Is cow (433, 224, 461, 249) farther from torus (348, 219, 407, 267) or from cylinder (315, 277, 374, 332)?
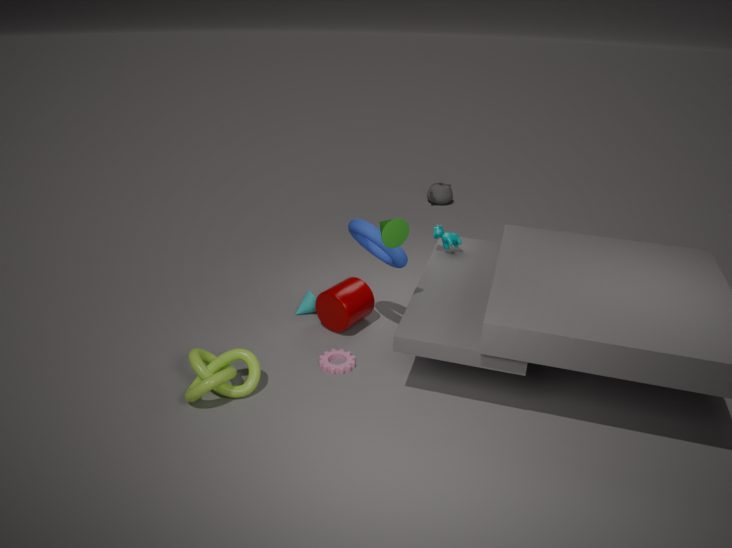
cylinder (315, 277, 374, 332)
